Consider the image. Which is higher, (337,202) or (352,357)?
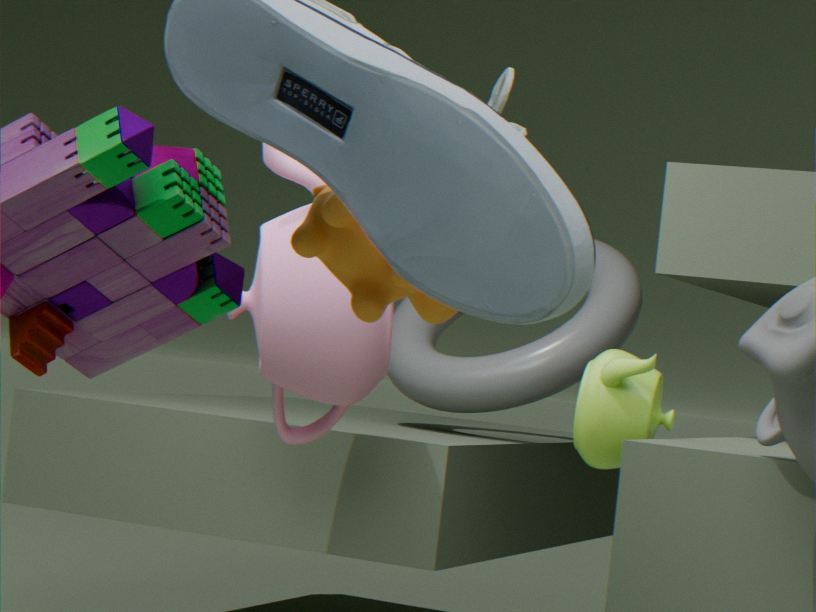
(337,202)
